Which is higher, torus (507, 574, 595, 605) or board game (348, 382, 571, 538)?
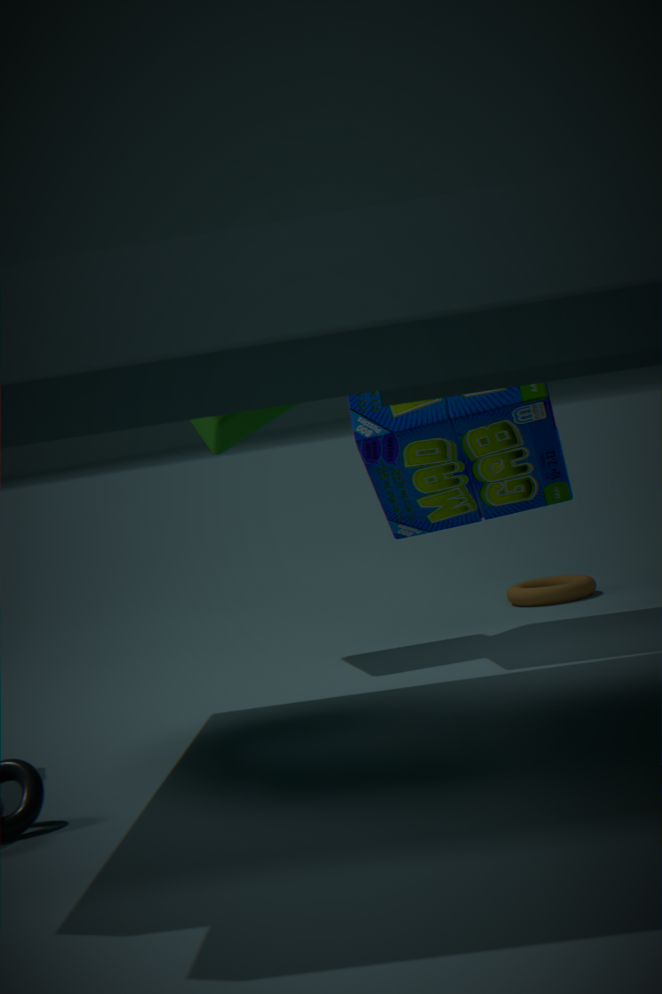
board game (348, 382, 571, 538)
